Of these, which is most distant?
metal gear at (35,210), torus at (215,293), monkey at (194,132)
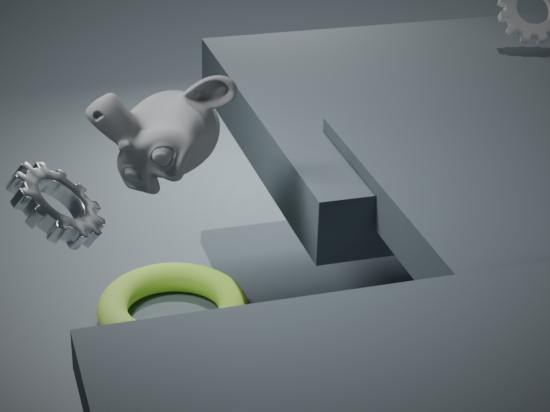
torus at (215,293)
